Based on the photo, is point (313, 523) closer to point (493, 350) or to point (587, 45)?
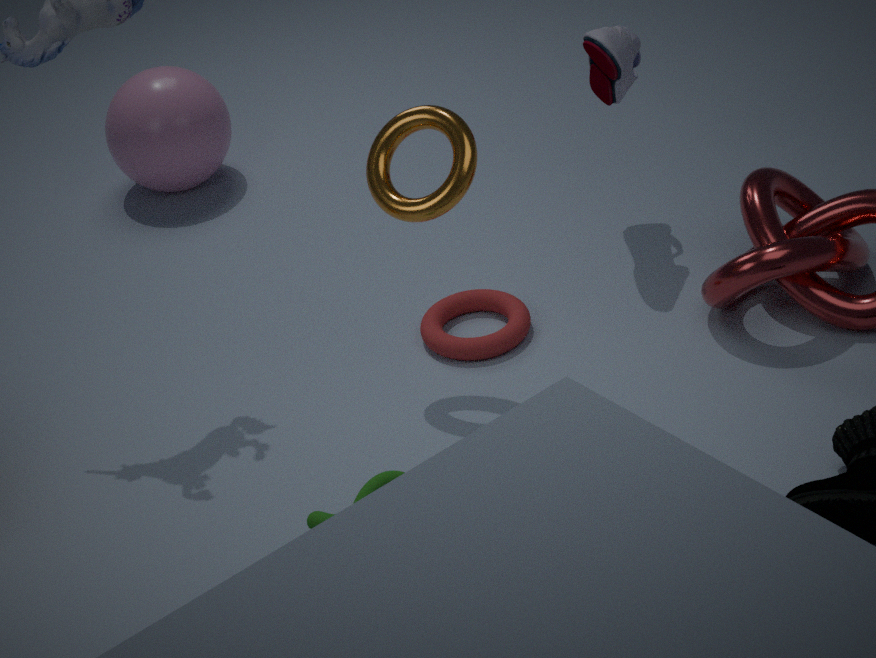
point (493, 350)
